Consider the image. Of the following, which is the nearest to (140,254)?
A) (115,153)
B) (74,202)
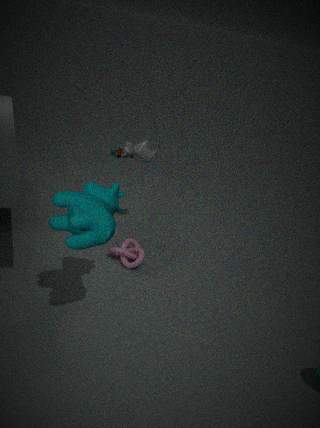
(74,202)
